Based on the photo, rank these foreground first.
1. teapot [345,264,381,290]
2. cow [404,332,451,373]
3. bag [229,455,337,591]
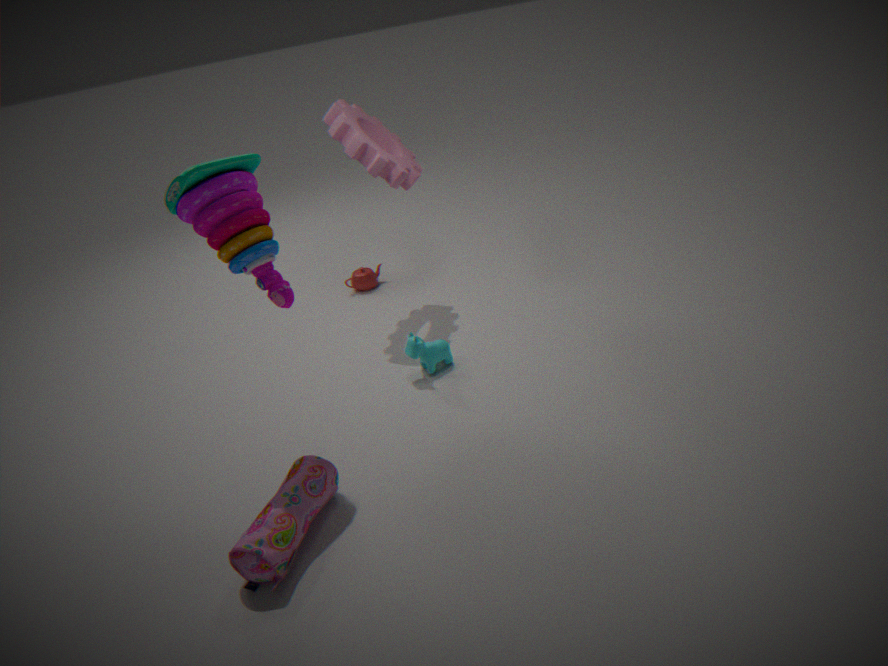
bag [229,455,337,591]
cow [404,332,451,373]
teapot [345,264,381,290]
